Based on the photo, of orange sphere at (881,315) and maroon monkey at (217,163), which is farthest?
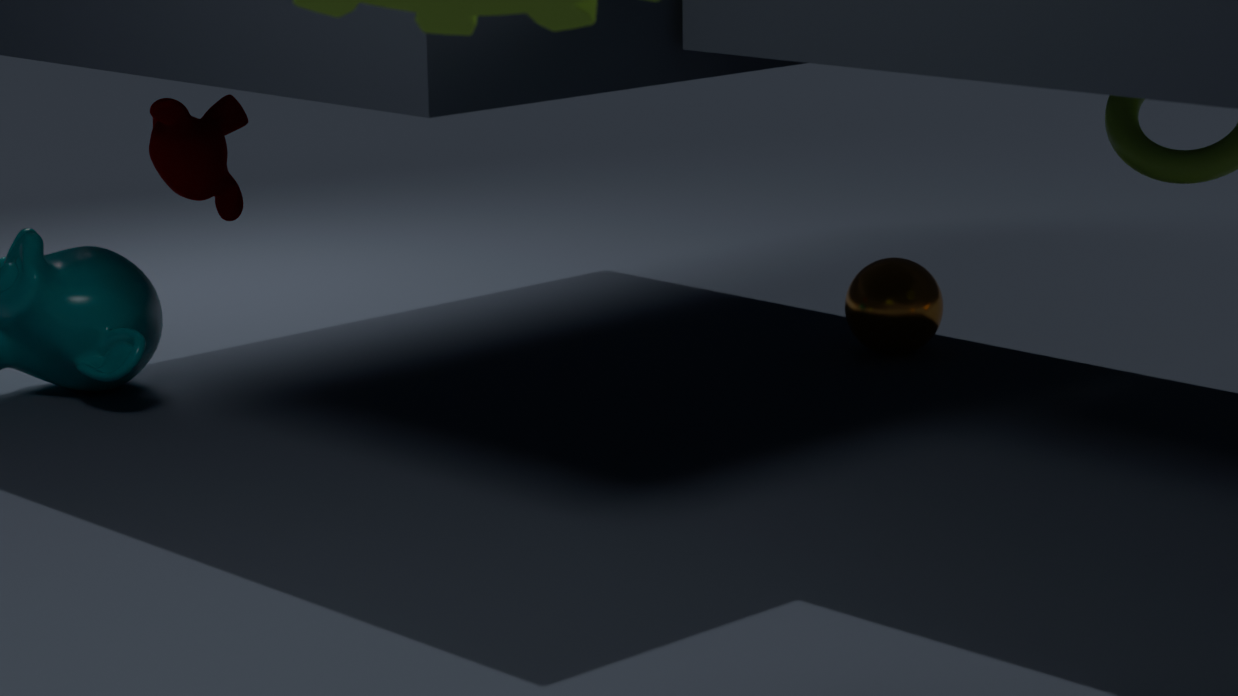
orange sphere at (881,315)
